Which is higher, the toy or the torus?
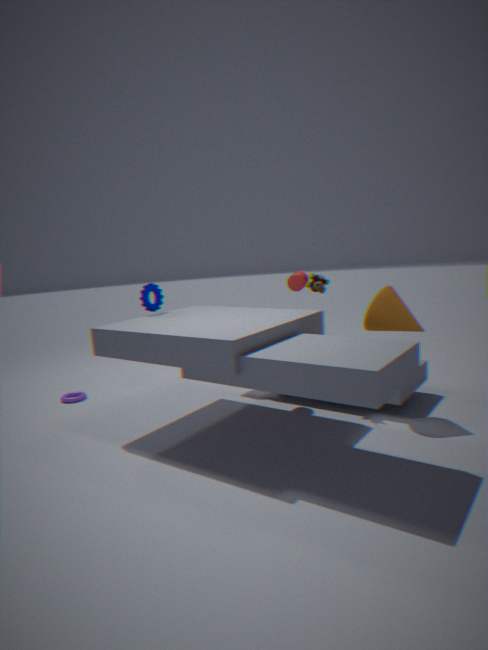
the toy
